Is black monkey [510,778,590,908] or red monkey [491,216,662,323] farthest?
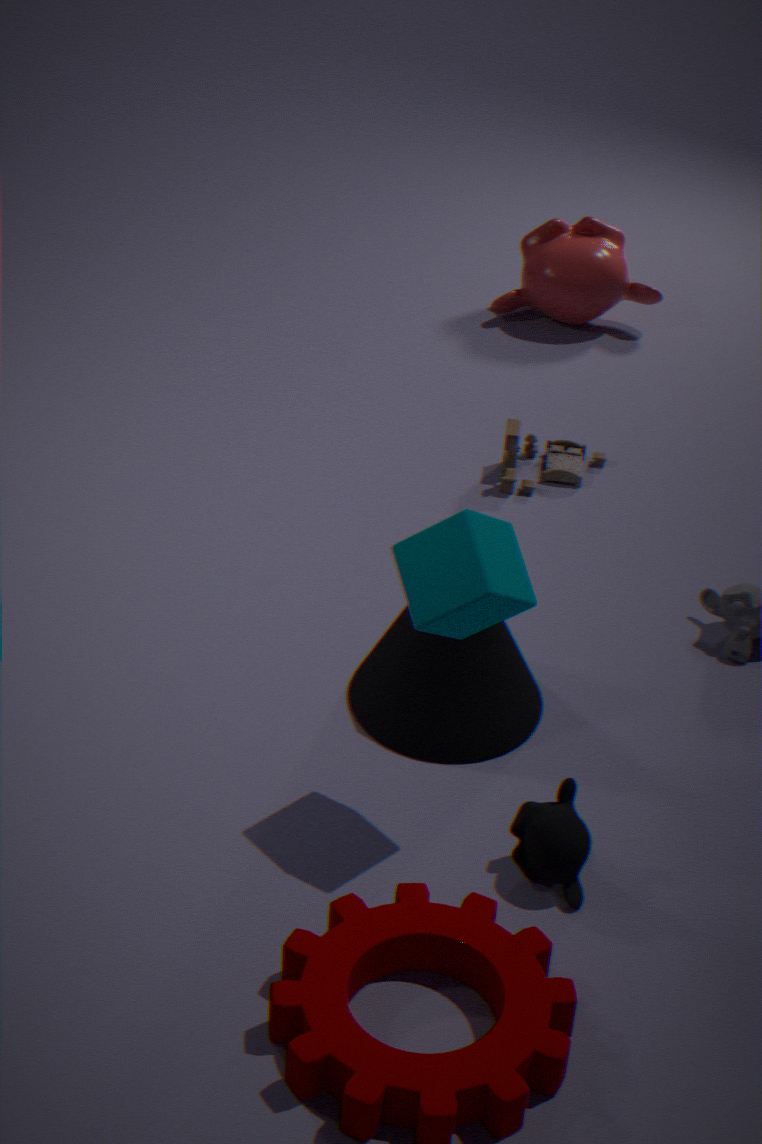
red monkey [491,216,662,323]
